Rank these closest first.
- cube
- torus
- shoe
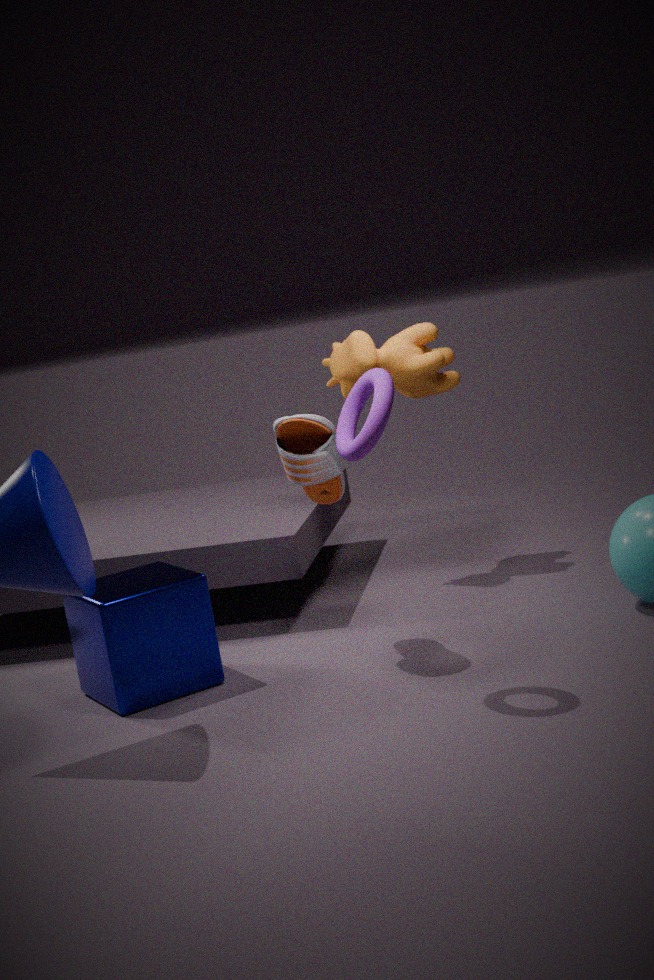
torus < shoe < cube
